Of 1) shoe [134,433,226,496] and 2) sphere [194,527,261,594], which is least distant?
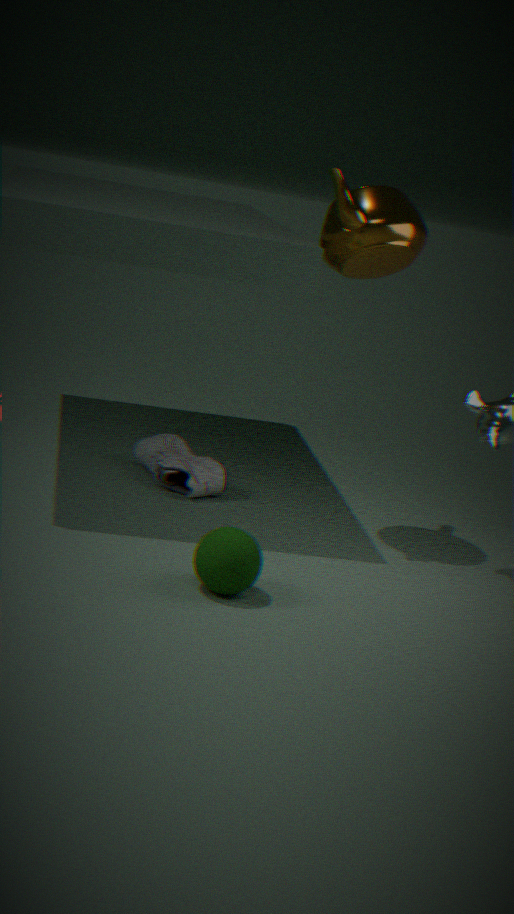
2. sphere [194,527,261,594]
